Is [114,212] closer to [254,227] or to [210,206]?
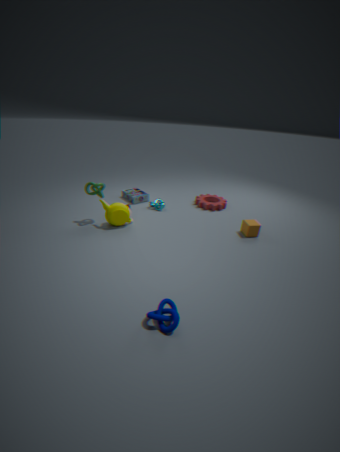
[210,206]
